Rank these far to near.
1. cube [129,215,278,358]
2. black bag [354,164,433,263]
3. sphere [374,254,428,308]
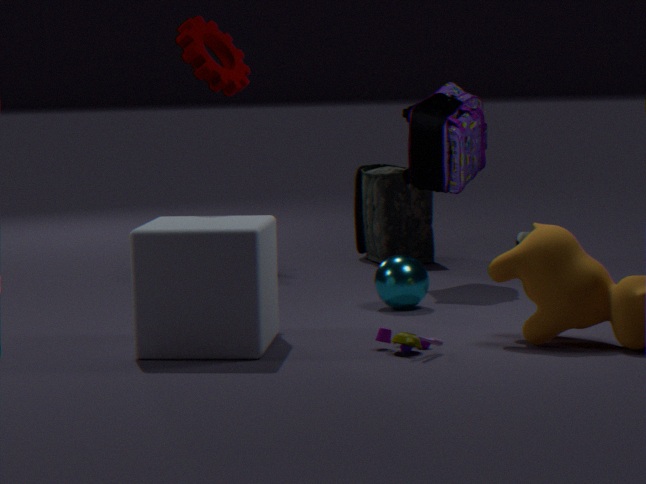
black bag [354,164,433,263] < sphere [374,254,428,308] < cube [129,215,278,358]
